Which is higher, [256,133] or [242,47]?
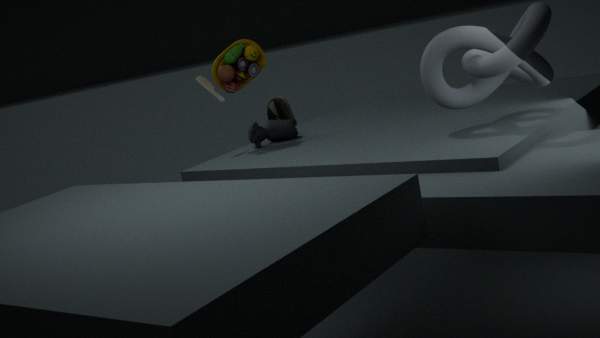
[242,47]
